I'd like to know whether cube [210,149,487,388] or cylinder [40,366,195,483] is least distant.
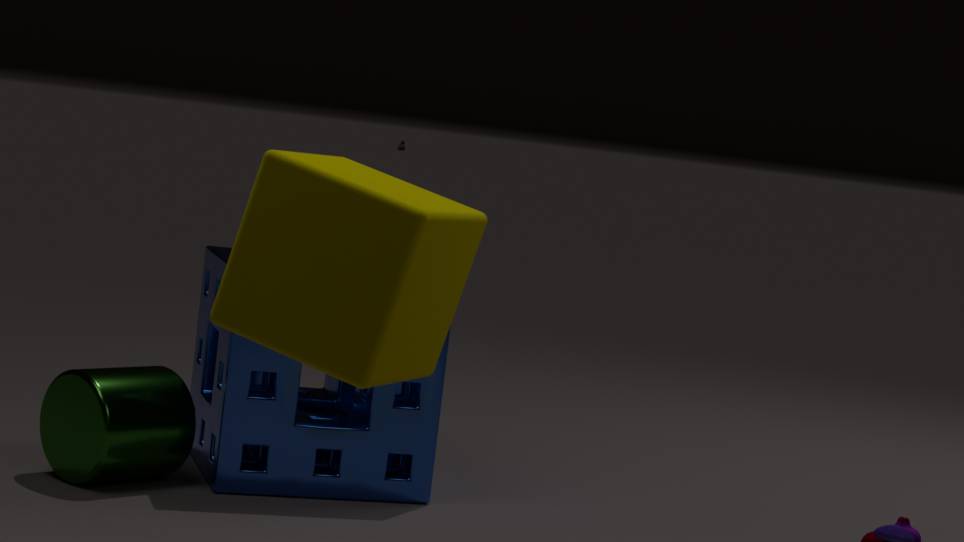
cube [210,149,487,388]
